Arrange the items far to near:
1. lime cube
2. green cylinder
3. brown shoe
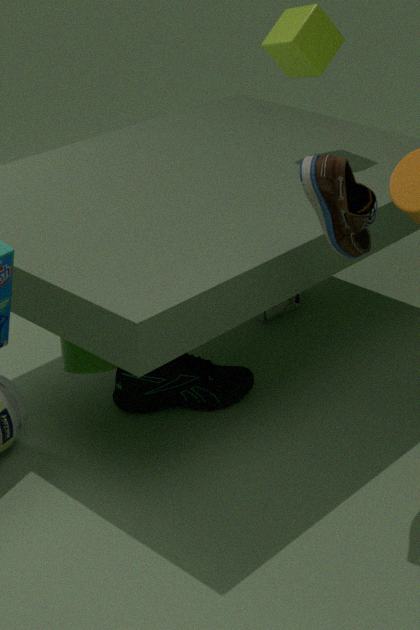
lime cube
green cylinder
brown shoe
